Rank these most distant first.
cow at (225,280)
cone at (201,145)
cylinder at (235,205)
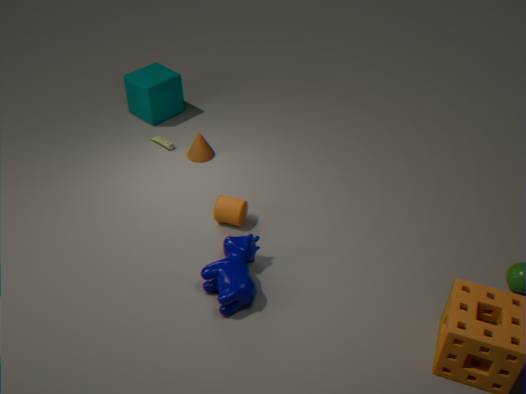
cone at (201,145), cylinder at (235,205), cow at (225,280)
